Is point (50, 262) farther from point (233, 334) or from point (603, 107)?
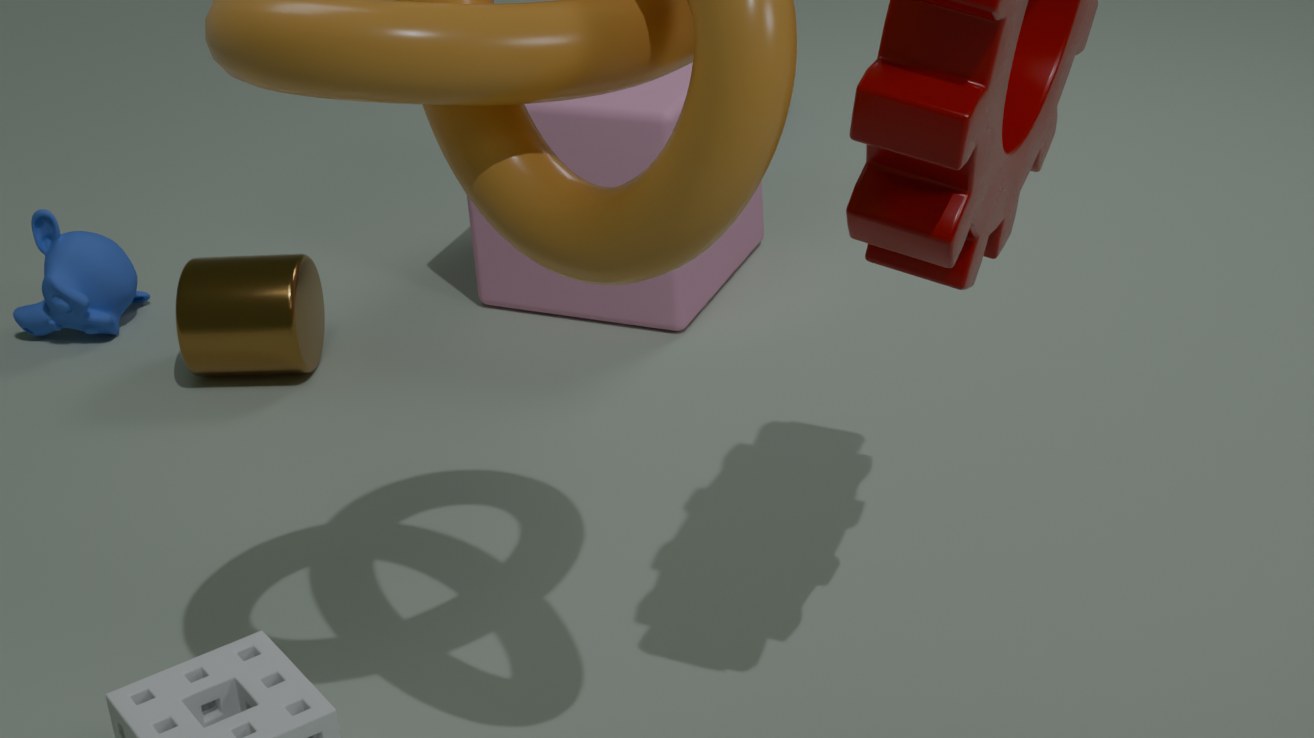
point (603, 107)
